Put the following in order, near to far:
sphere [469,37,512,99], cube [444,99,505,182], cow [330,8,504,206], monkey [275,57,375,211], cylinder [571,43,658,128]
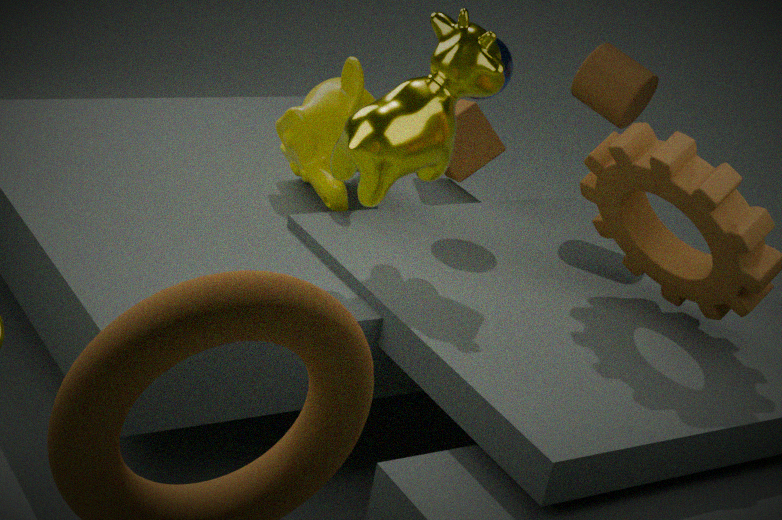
cow [330,8,504,206], sphere [469,37,512,99], cylinder [571,43,658,128], monkey [275,57,375,211], cube [444,99,505,182]
